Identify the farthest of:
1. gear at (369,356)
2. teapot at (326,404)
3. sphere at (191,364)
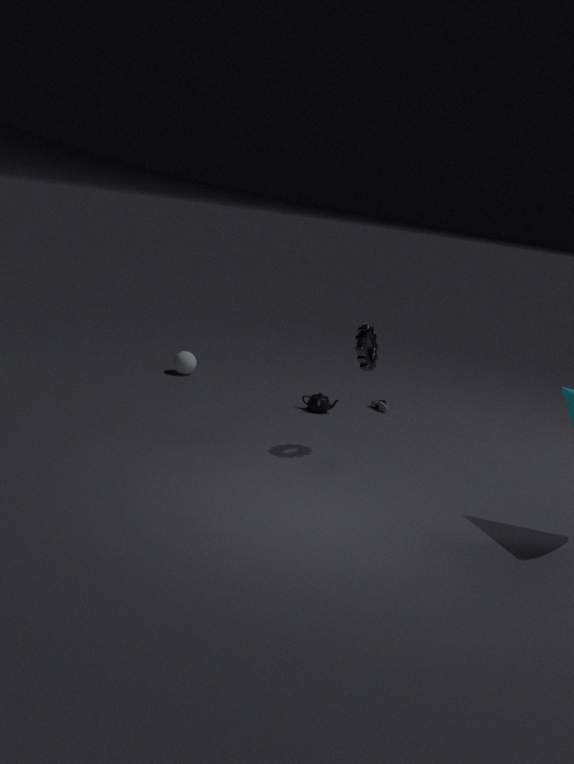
sphere at (191,364)
